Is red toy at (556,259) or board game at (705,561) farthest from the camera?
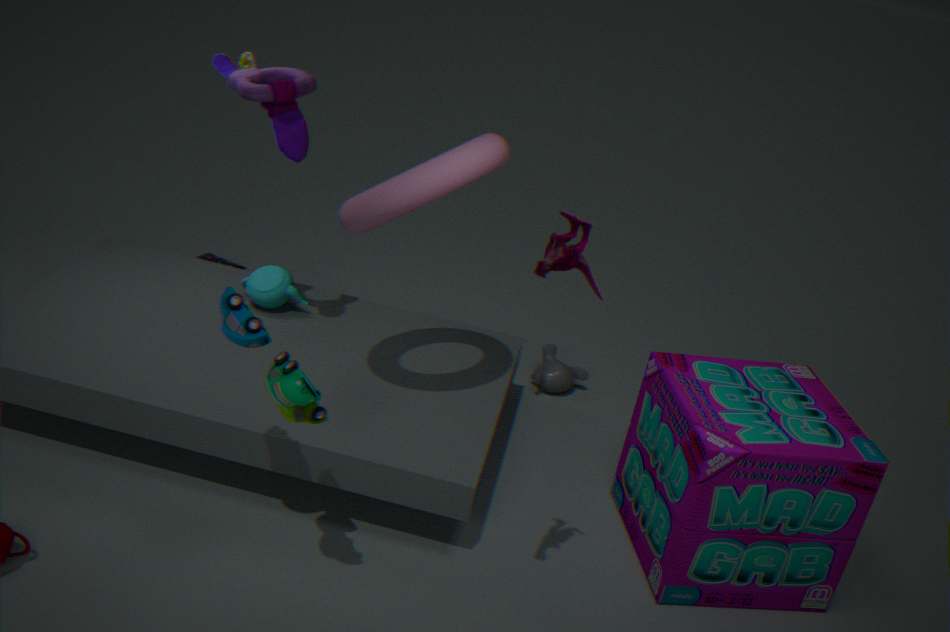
board game at (705,561)
